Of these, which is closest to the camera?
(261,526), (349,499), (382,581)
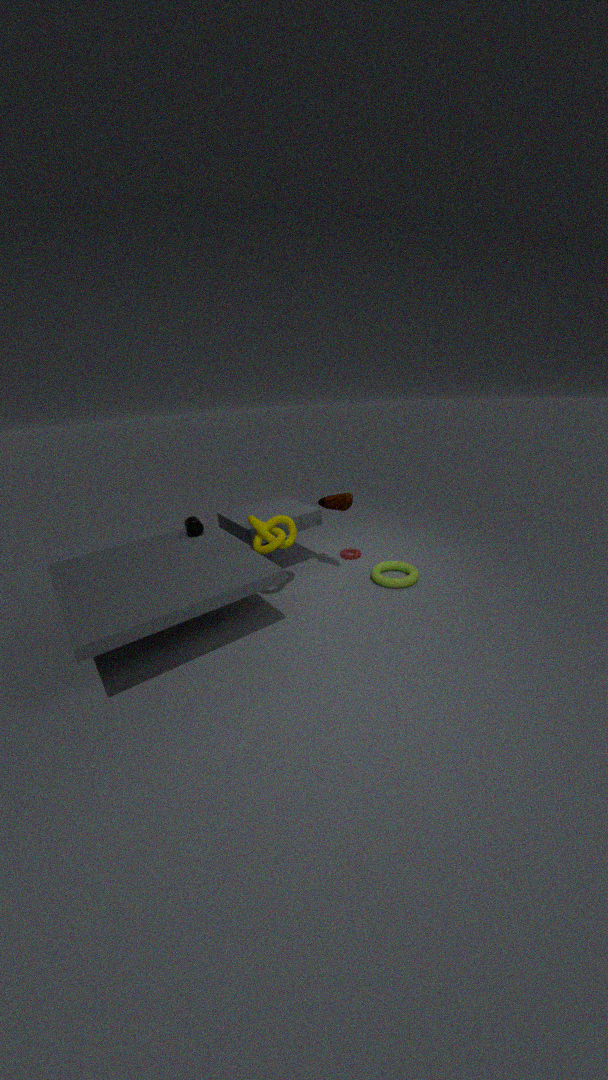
(261,526)
